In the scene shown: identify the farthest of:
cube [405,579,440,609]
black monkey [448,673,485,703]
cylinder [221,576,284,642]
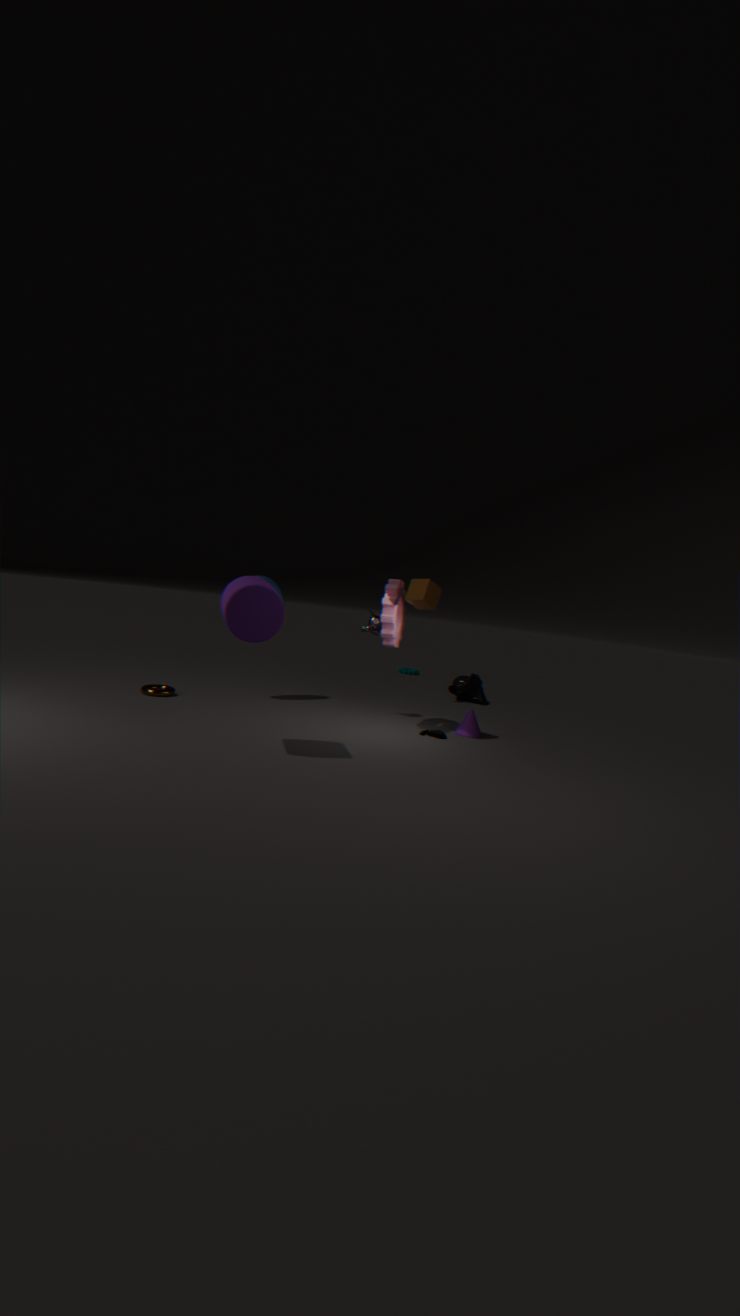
→ black monkey [448,673,485,703]
